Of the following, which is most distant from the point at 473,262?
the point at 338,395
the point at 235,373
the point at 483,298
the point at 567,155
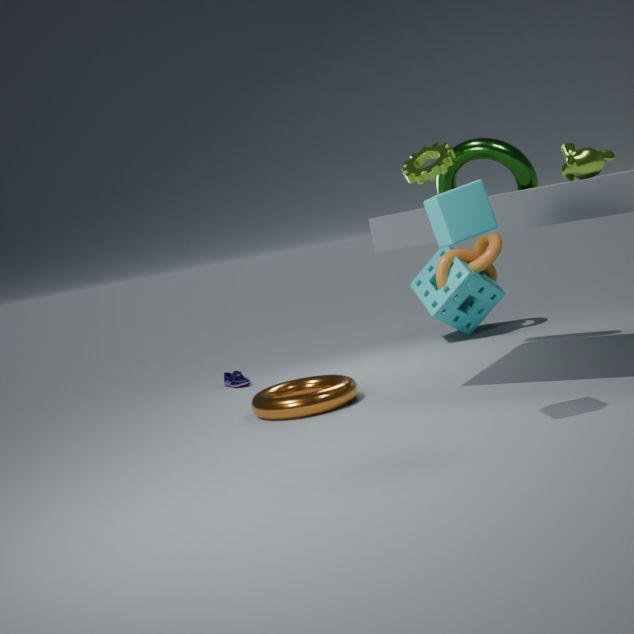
the point at 567,155
